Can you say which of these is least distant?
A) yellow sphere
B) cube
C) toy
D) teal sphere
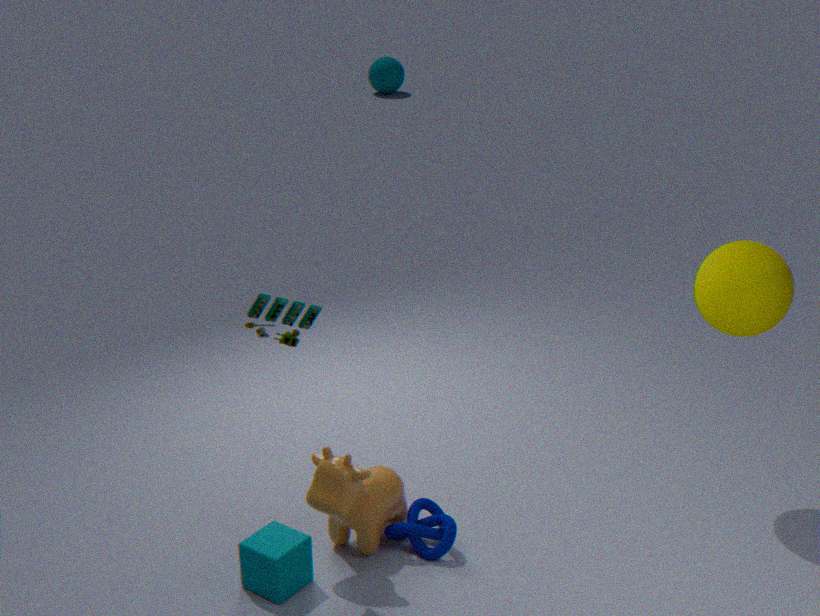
toy
